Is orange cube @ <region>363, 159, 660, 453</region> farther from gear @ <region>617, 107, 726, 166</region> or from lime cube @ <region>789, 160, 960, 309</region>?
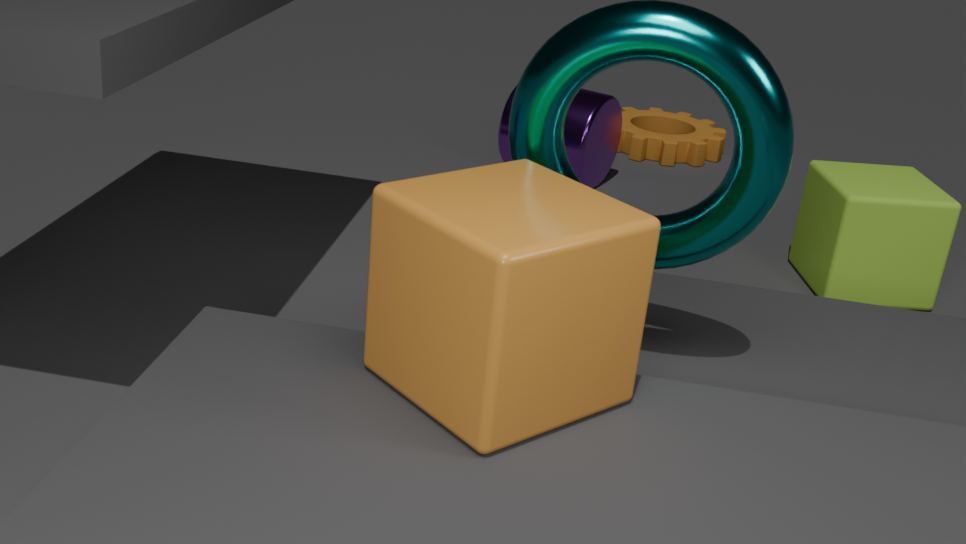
gear @ <region>617, 107, 726, 166</region>
